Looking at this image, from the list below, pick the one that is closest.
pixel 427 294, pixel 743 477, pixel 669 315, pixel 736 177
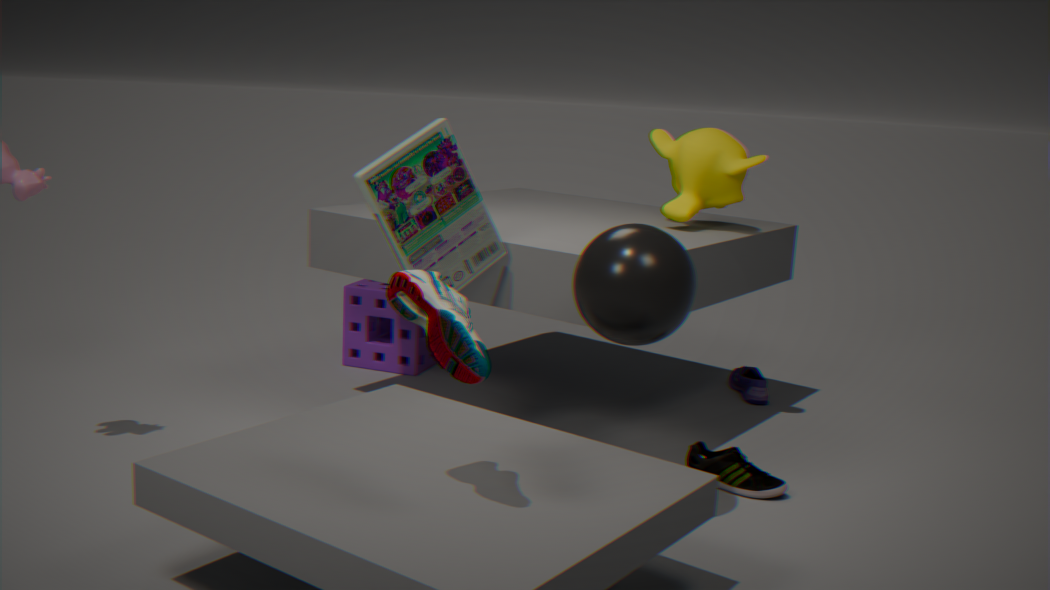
pixel 427 294
